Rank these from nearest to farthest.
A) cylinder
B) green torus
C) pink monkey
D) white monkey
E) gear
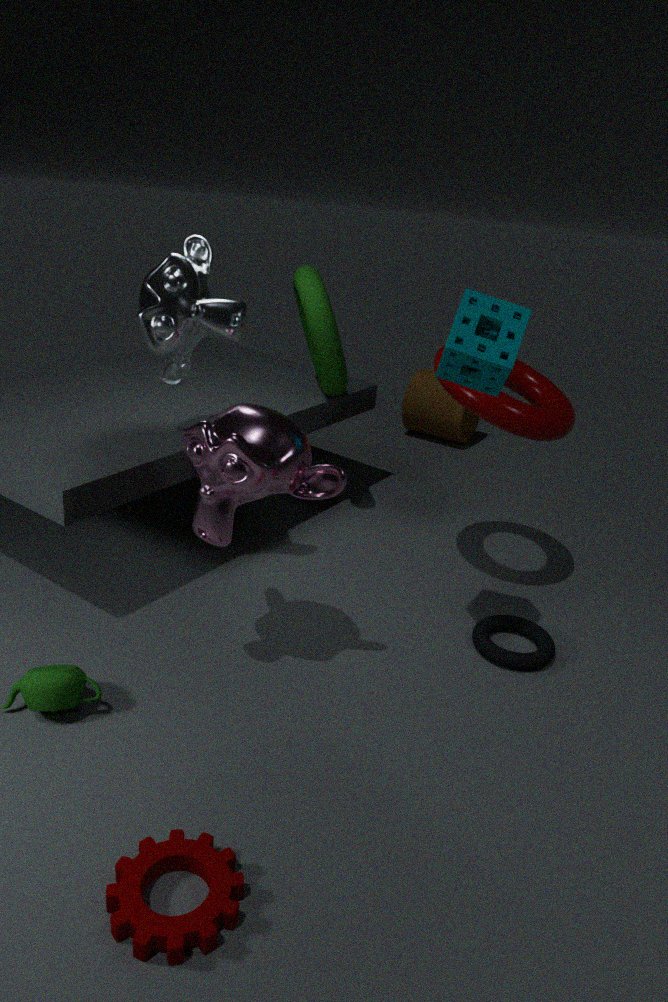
gear, pink monkey, white monkey, green torus, cylinder
